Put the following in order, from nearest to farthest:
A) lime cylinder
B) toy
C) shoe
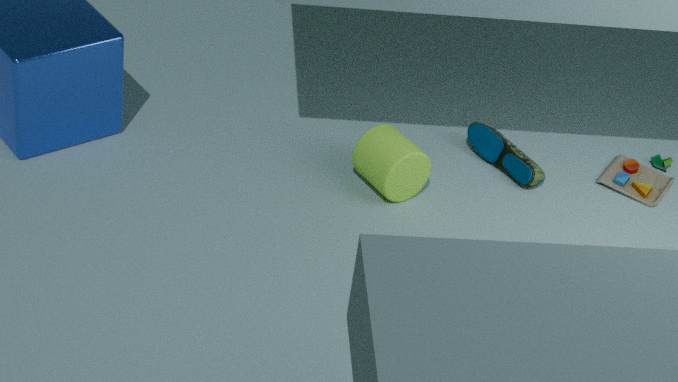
1. lime cylinder
2. shoe
3. toy
